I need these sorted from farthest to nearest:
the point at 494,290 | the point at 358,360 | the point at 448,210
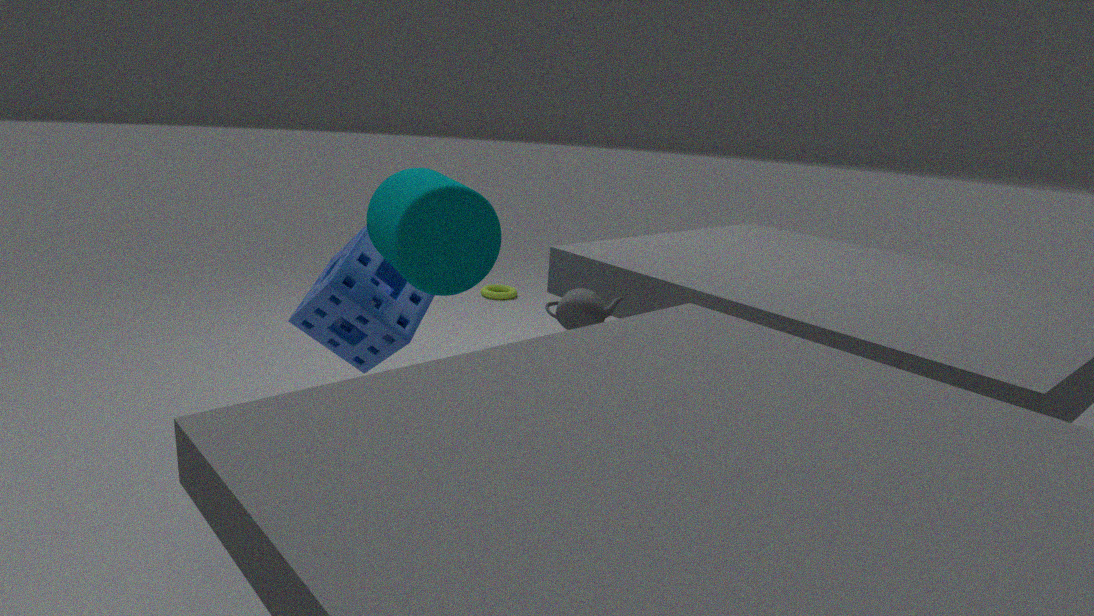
the point at 494,290 → the point at 358,360 → the point at 448,210
